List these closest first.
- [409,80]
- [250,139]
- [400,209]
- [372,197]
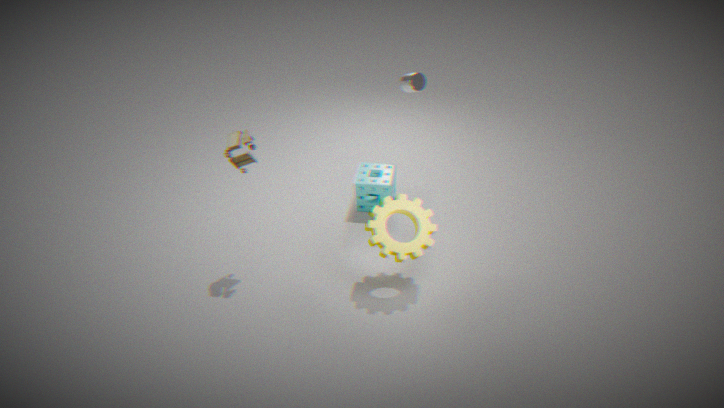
[250,139] < [400,209] < [409,80] < [372,197]
